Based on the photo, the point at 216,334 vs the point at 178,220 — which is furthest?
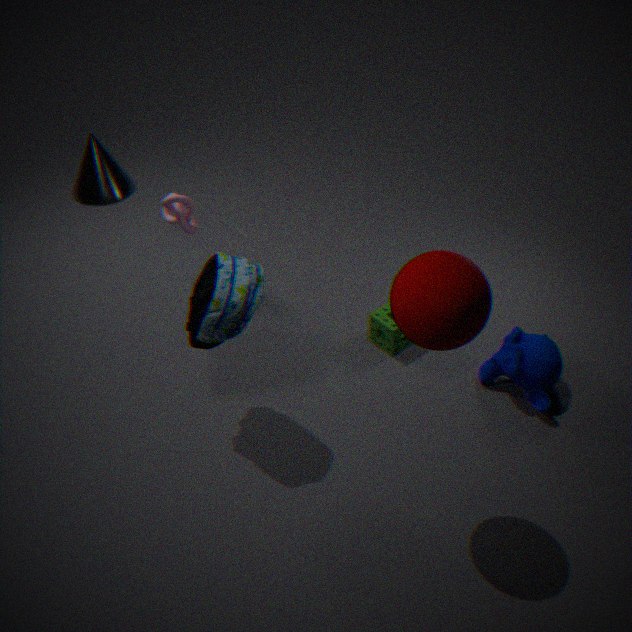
the point at 178,220
